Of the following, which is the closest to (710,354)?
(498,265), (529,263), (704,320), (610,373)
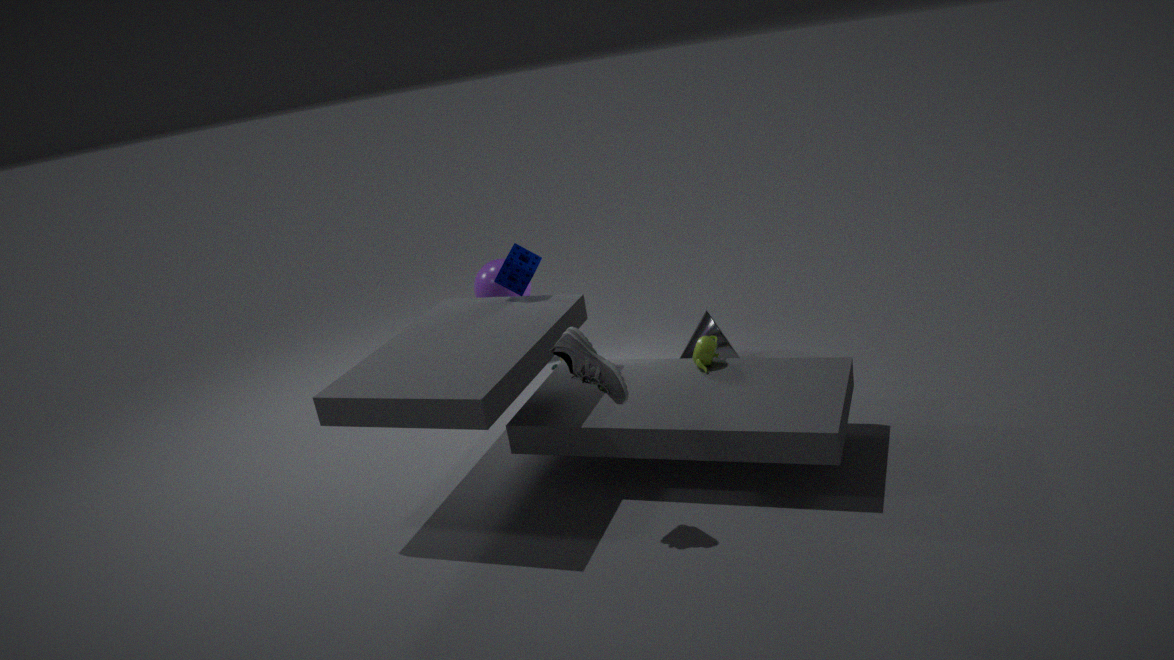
(704,320)
